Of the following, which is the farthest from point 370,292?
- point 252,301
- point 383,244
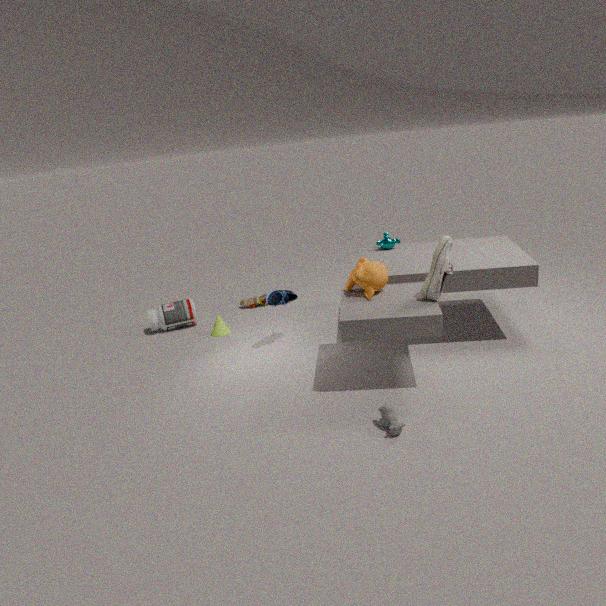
point 252,301
